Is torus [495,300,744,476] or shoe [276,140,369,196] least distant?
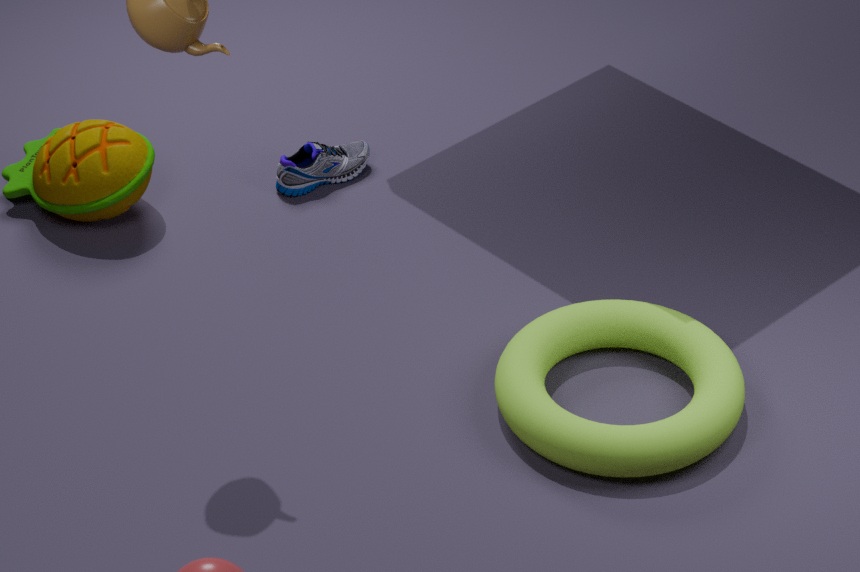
torus [495,300,744,476]
